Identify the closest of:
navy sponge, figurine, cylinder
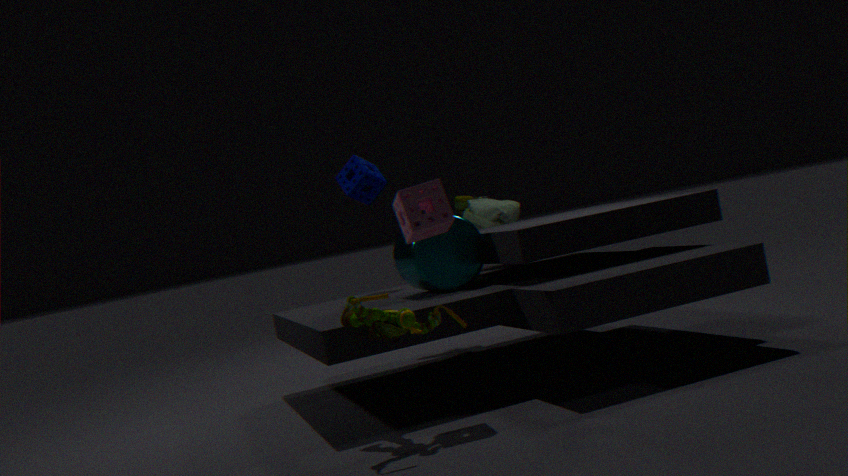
figurine
